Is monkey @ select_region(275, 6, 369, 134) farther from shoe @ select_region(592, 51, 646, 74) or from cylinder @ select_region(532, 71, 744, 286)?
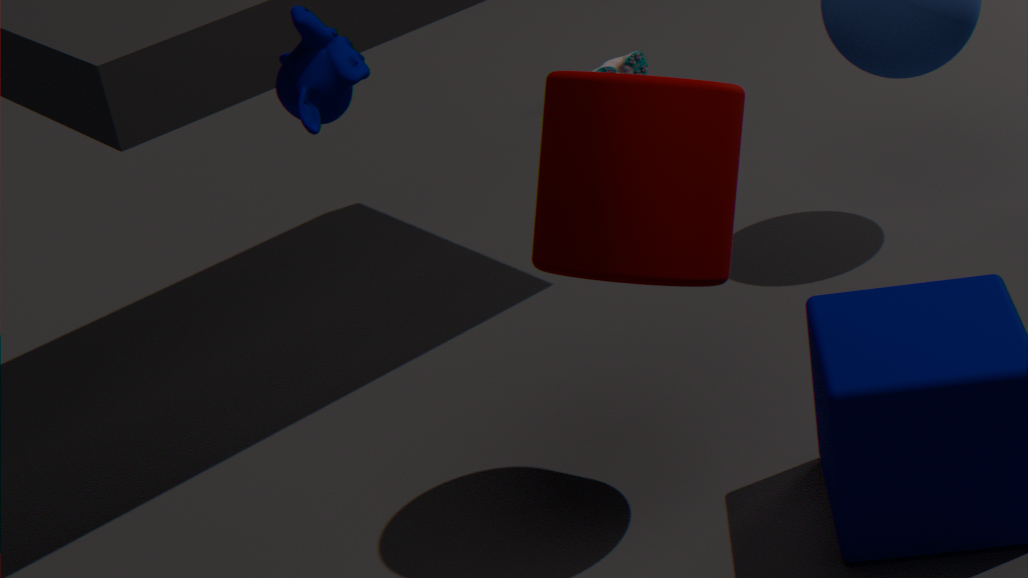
shoe @ select_region(592, 51, 646, 74)
